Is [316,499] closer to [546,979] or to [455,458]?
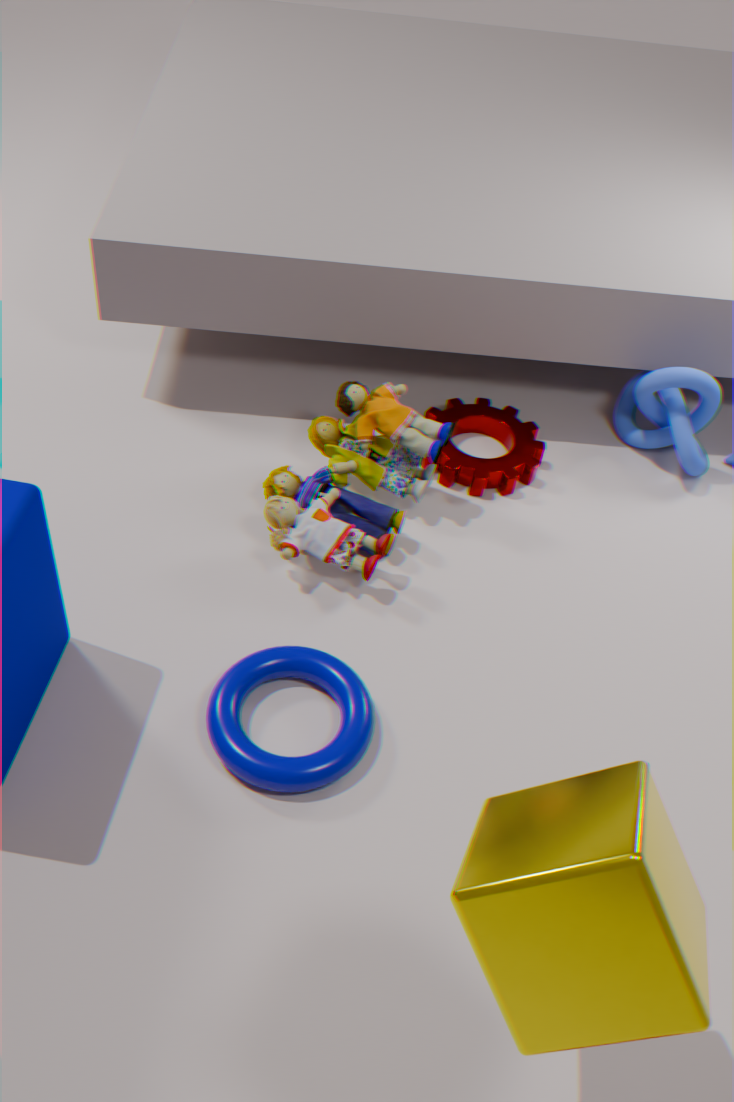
[455,458]
